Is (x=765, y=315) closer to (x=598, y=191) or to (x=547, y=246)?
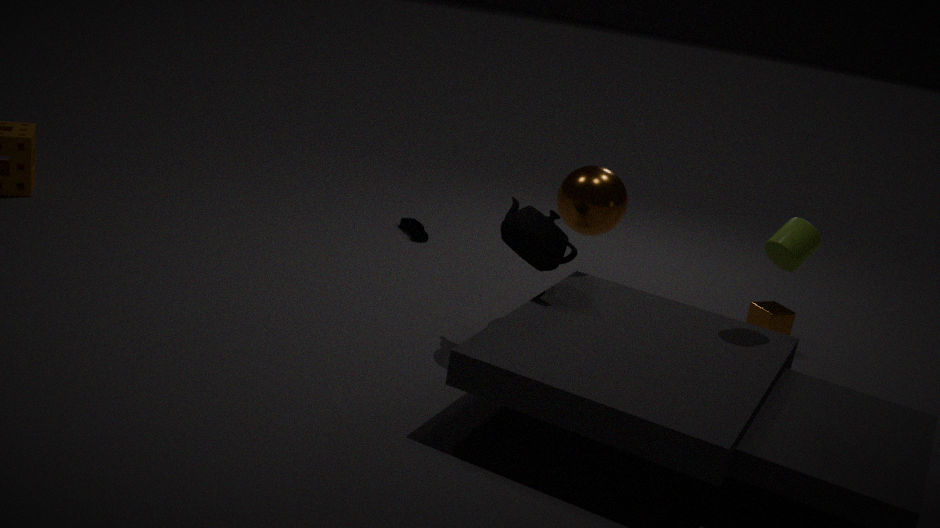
(x=598, y=191)
